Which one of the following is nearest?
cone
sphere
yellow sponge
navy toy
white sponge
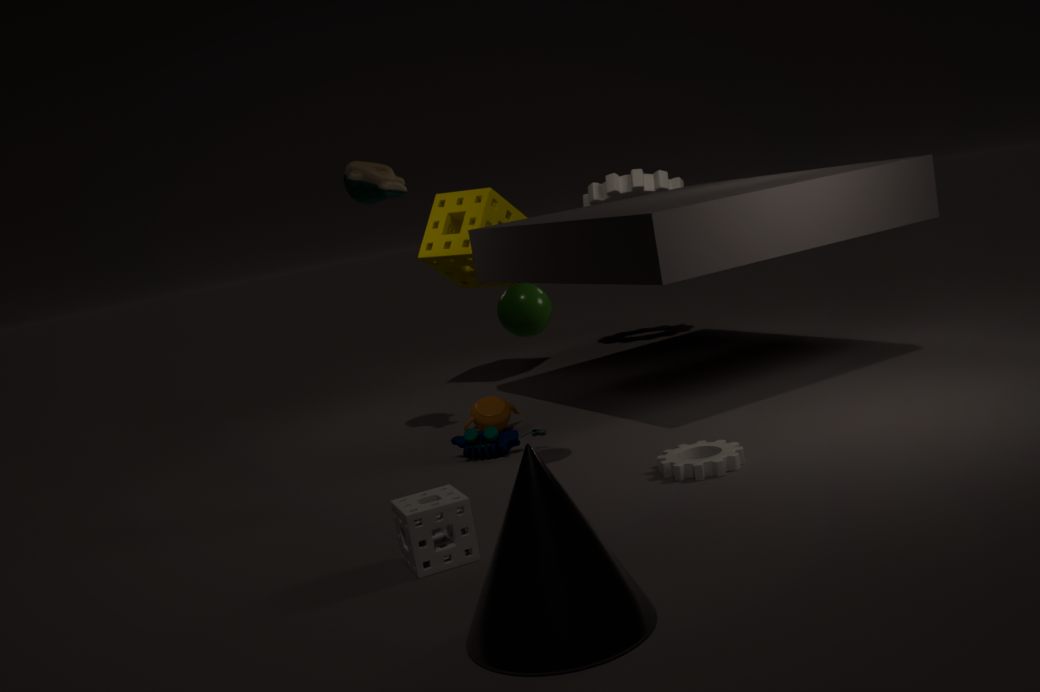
cone
